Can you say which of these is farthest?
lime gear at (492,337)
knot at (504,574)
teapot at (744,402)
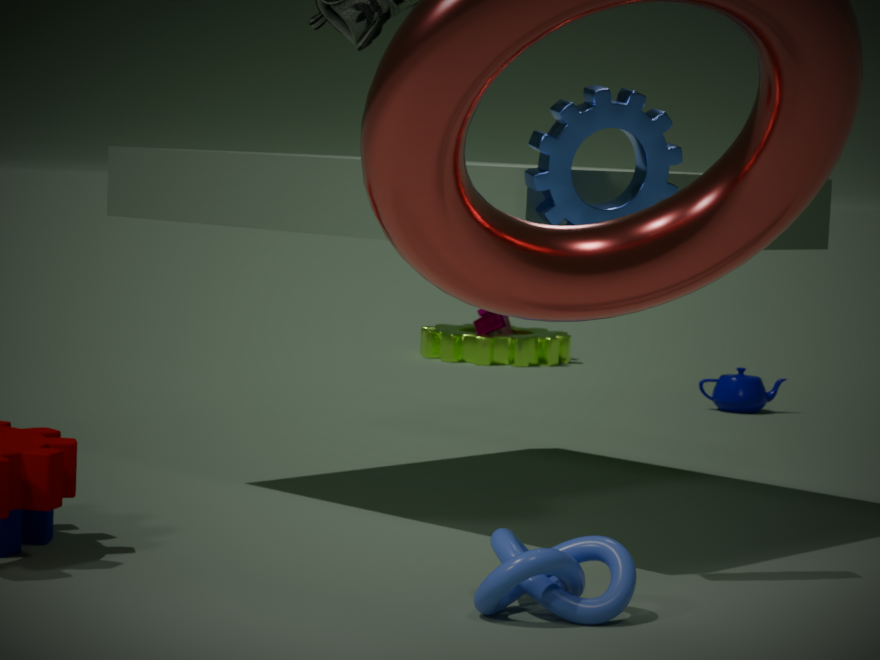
lime gear at (492,337)
